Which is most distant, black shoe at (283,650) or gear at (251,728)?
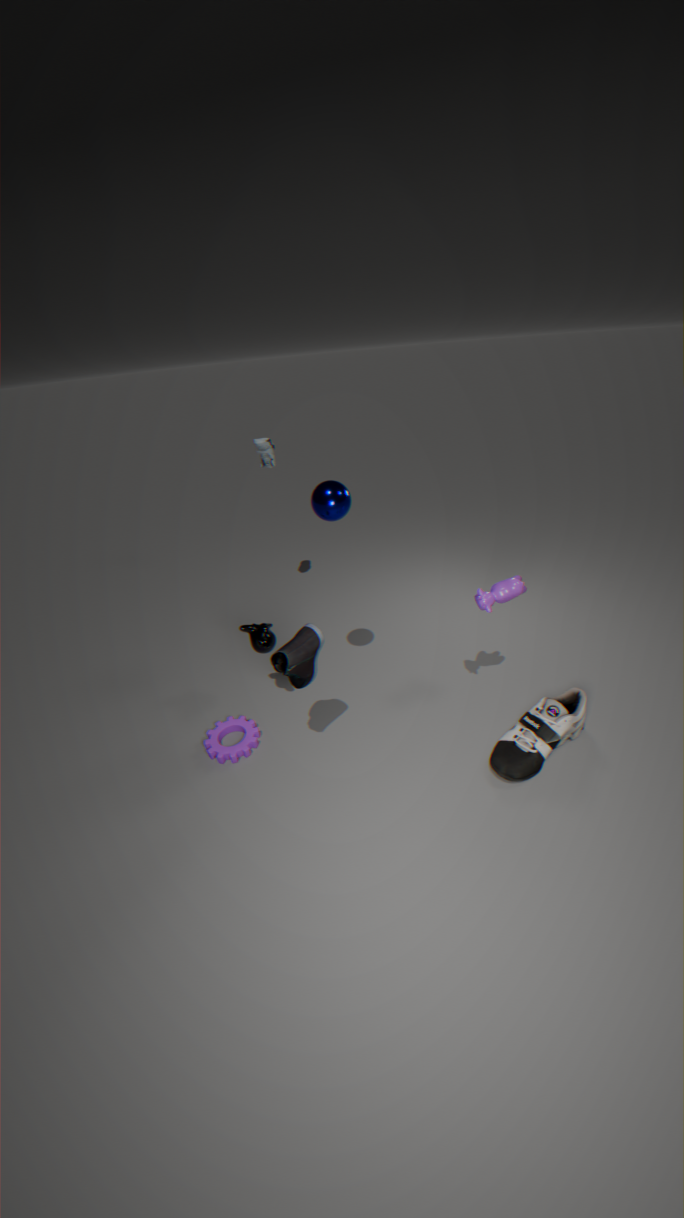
gear at (251,728)
